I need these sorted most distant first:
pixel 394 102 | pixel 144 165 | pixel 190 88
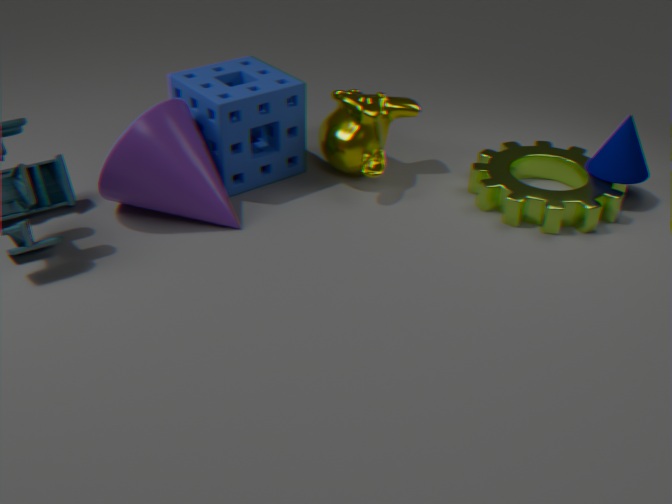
1. pixel 394 102
2. pixel 190 88
3. pixel 144 165
